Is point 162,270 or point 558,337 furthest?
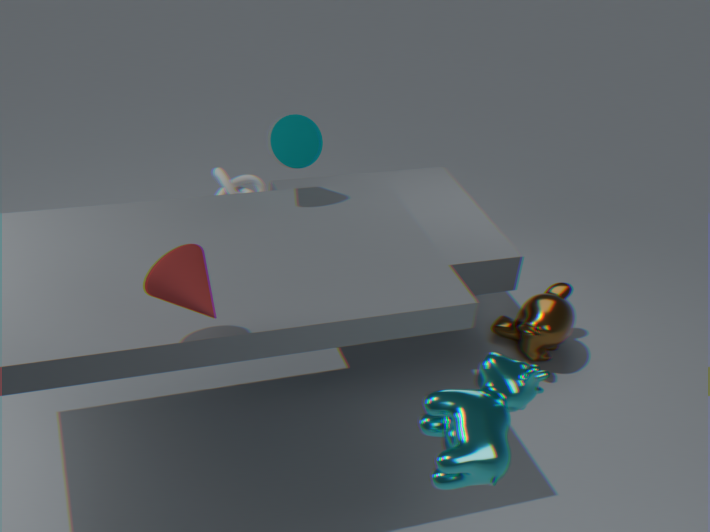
point 558,337
